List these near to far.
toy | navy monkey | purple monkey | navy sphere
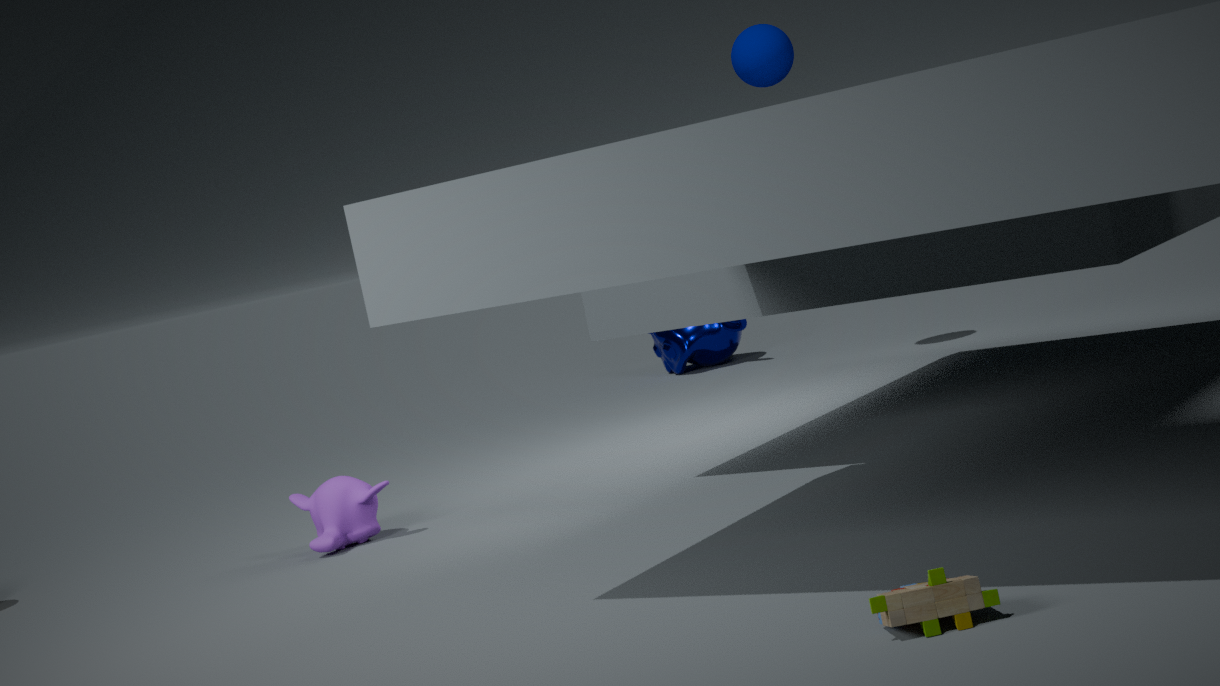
1. toy
2. purple monkey
3. navy sphere
4. navy monkey
